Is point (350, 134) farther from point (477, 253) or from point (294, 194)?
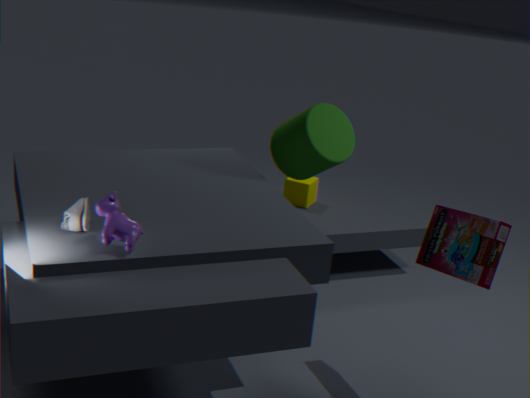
point (477, 253)
